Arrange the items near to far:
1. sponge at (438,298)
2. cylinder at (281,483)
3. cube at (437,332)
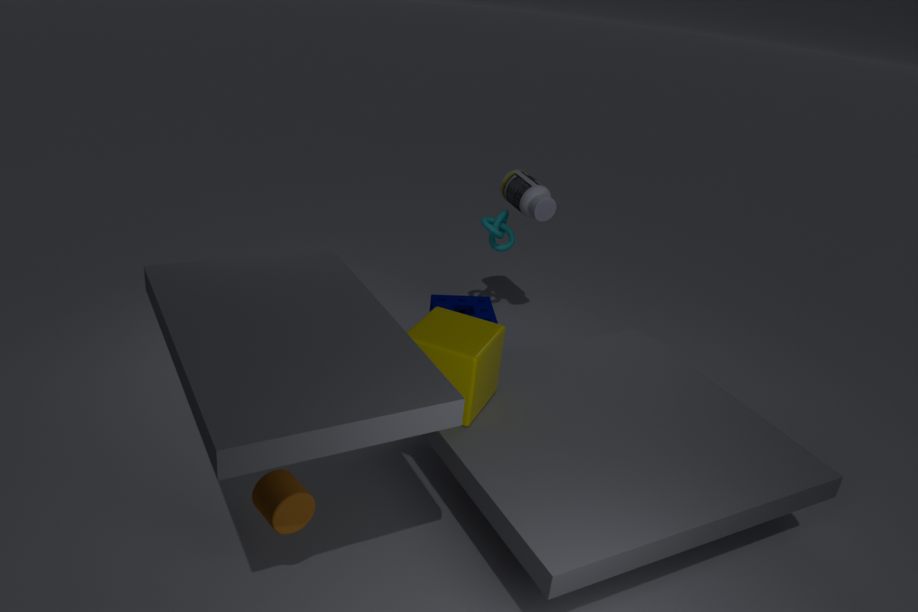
cylinder at (281,483)
cube at (437,332)
sponge at (438,298)
